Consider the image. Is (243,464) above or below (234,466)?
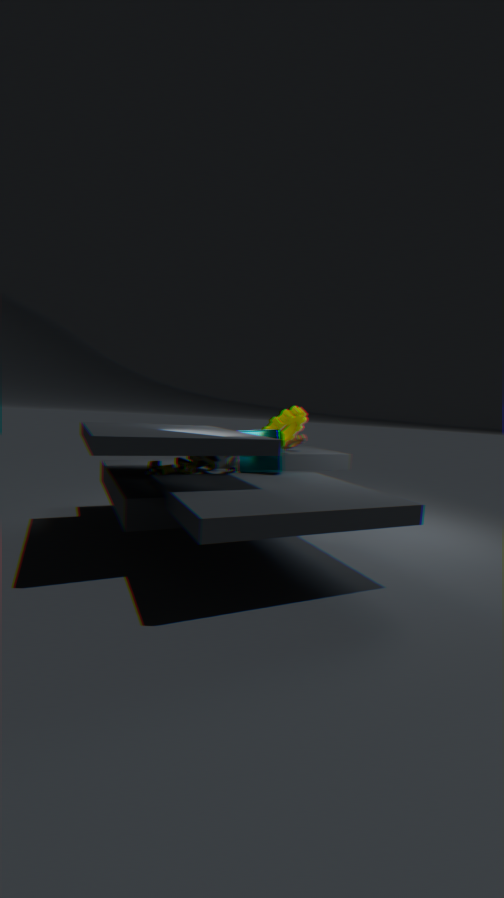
above
